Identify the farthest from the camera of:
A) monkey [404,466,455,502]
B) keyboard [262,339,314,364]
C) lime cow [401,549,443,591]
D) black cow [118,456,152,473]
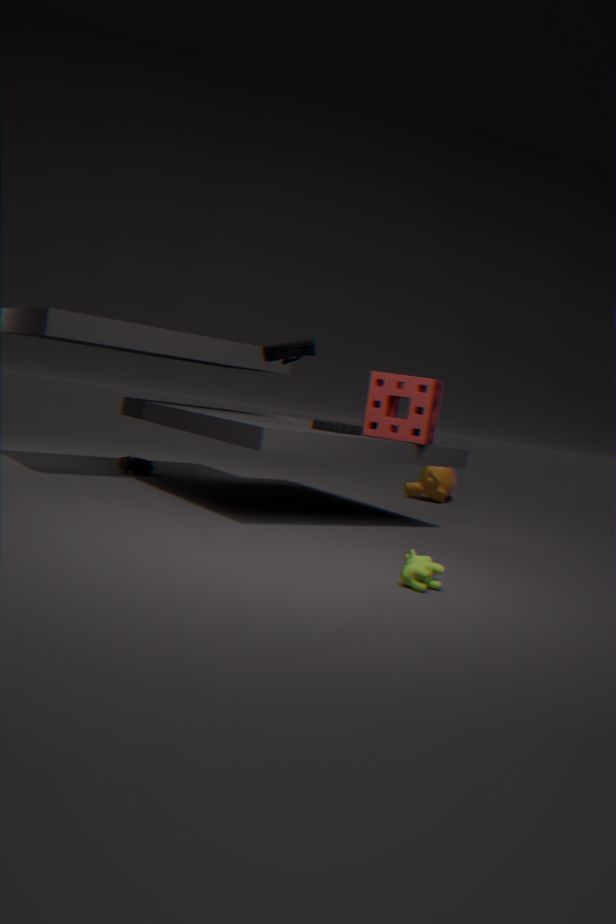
monkey [404,466,455,502]
